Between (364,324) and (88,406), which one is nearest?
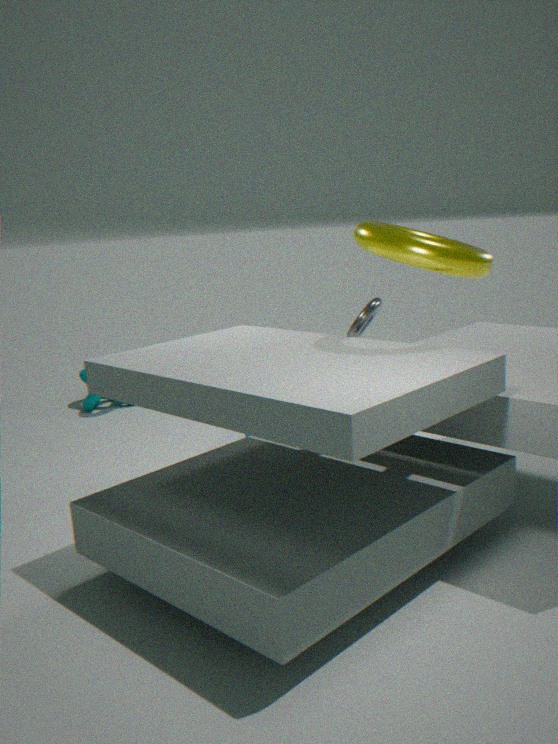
(364,324)
